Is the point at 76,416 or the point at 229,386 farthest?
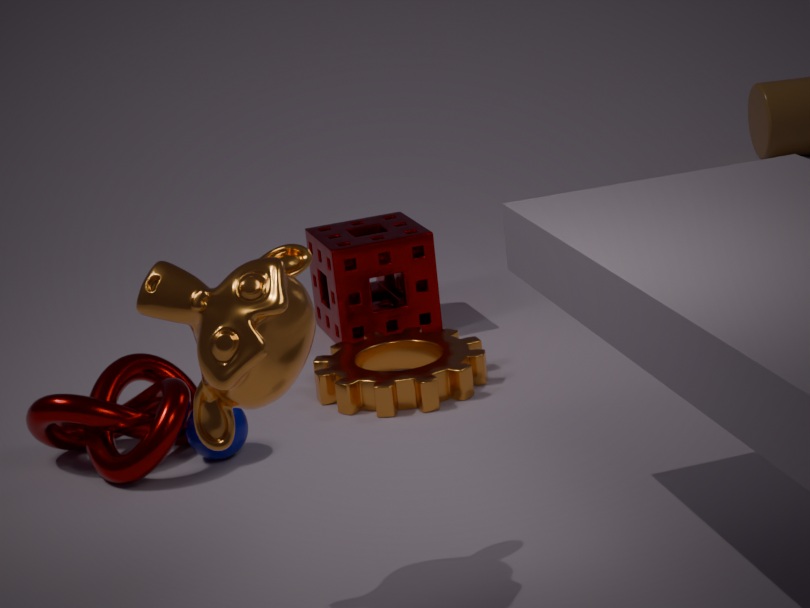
the point at 76,416
